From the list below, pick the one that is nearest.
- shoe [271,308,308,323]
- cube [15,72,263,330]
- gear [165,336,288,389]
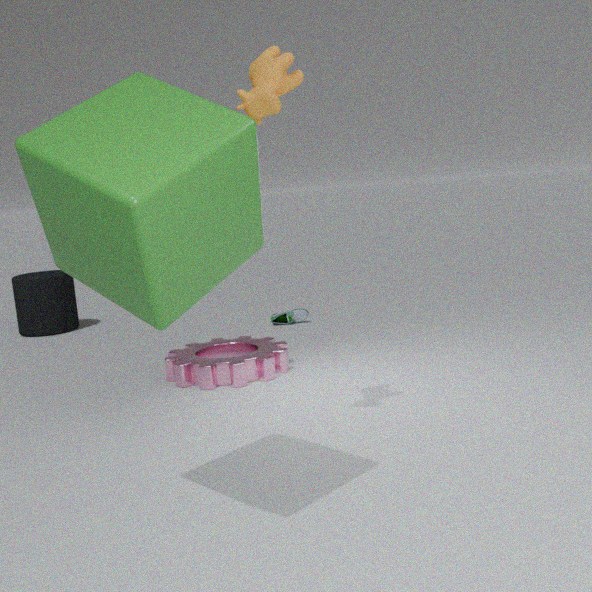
cube [15,72,263,330]
